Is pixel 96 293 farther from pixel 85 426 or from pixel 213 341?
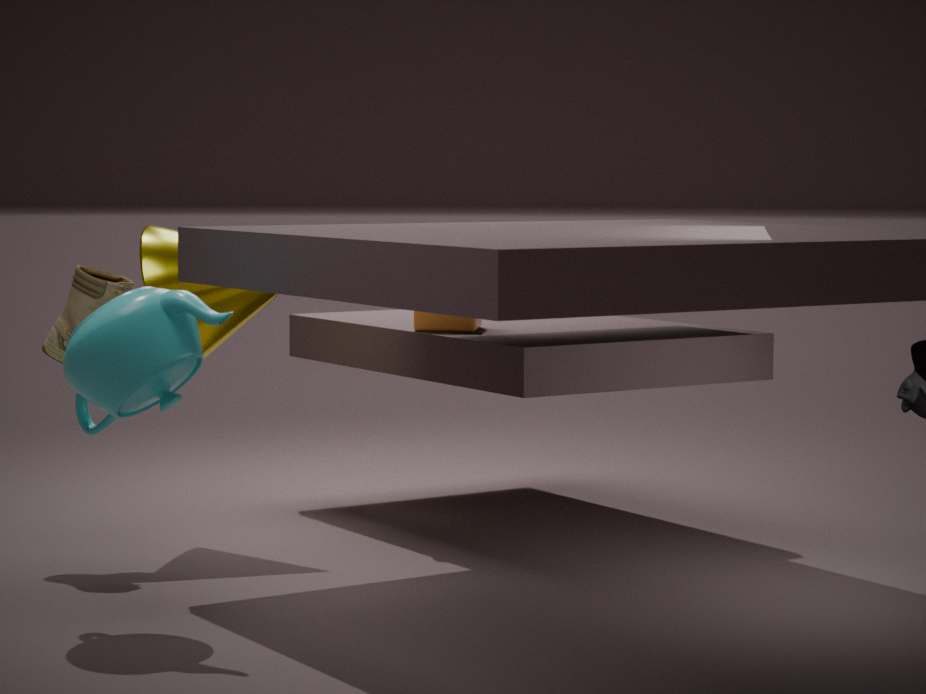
pixel 85 426
